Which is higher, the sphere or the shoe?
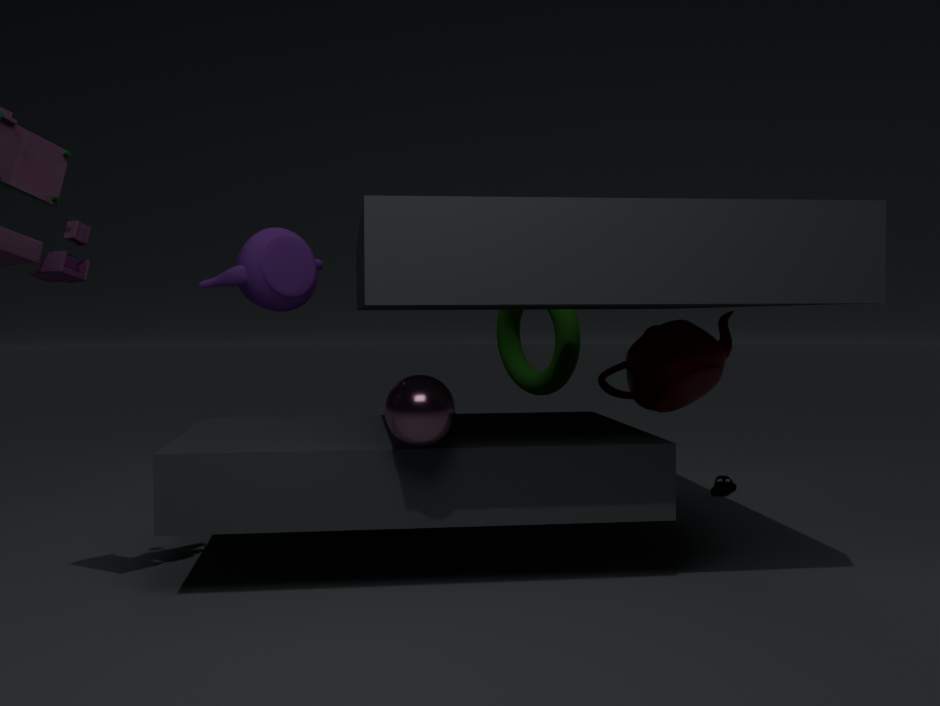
the sphere
